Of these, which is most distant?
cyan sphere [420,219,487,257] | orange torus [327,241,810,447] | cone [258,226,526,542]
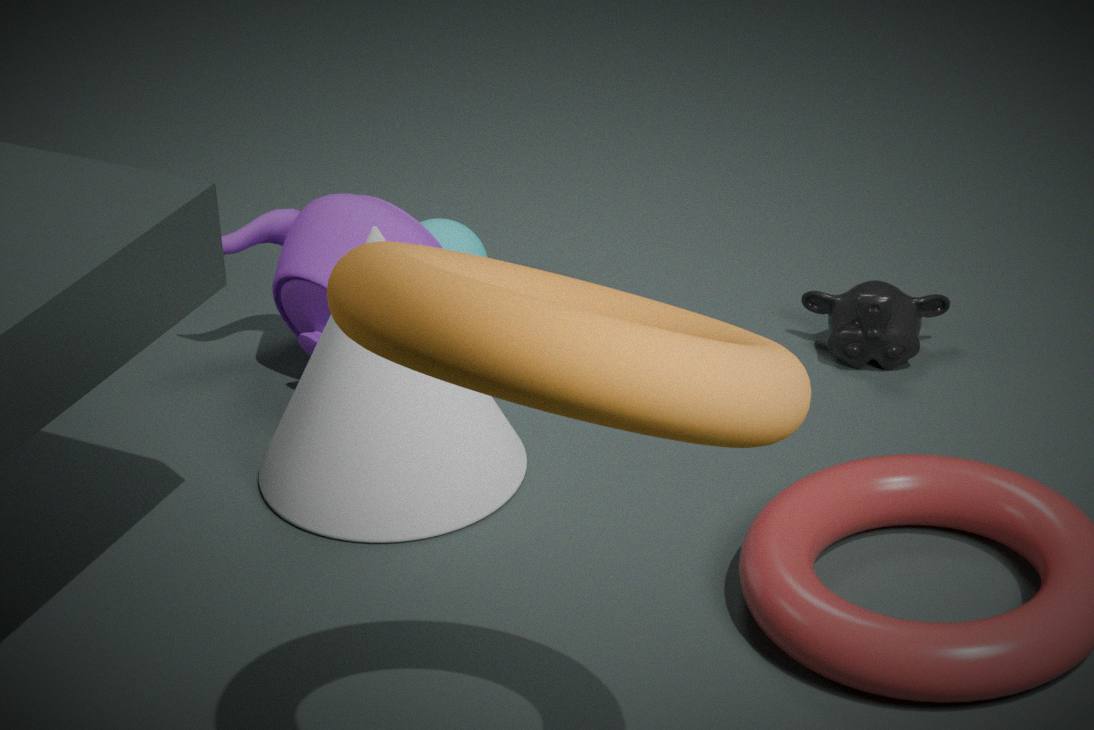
cyan sphere [420,219,487,257]
